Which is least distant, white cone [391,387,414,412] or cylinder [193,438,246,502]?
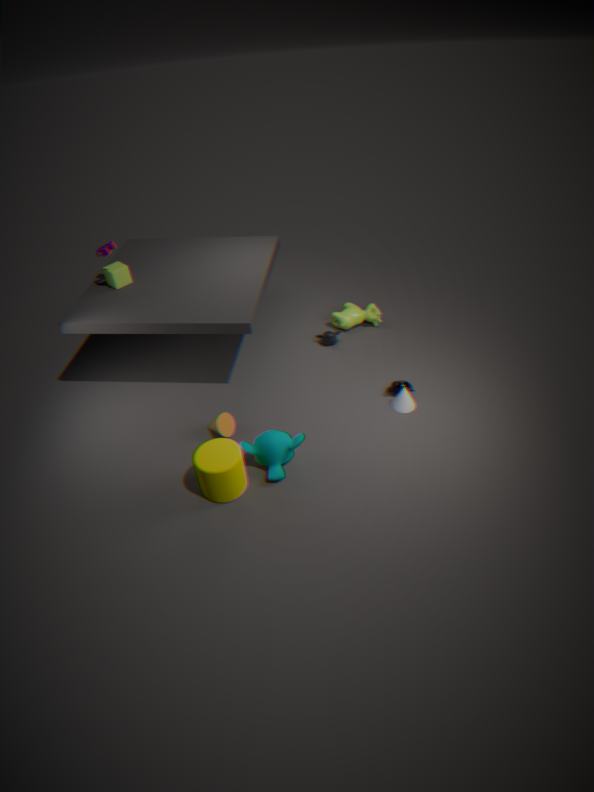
cylinder [193,438,246,502]
